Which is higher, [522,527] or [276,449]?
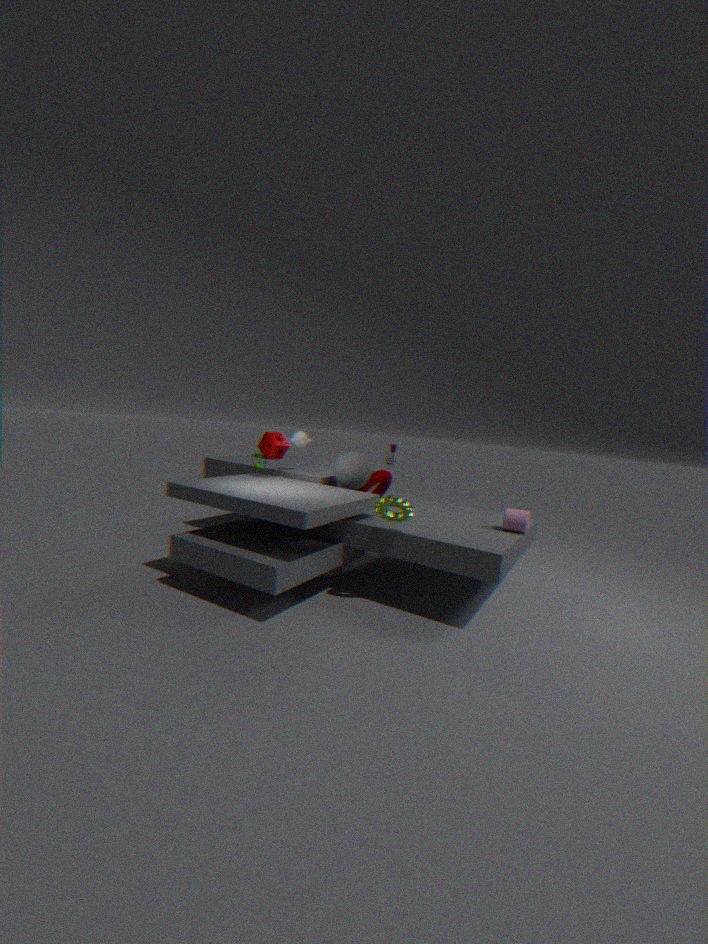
[276,449]
